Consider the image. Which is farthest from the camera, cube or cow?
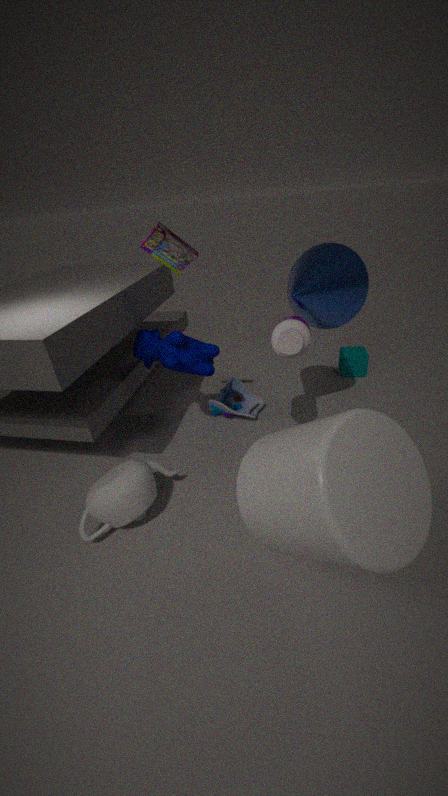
cube
